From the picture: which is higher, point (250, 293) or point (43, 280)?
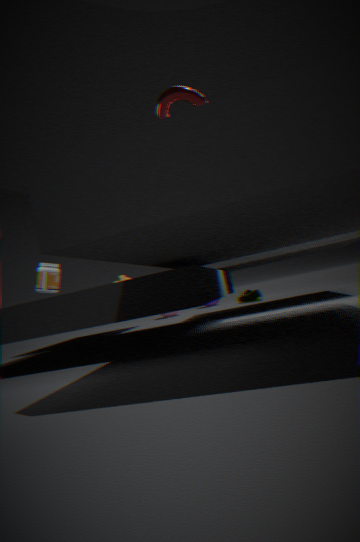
point (43, 280)
